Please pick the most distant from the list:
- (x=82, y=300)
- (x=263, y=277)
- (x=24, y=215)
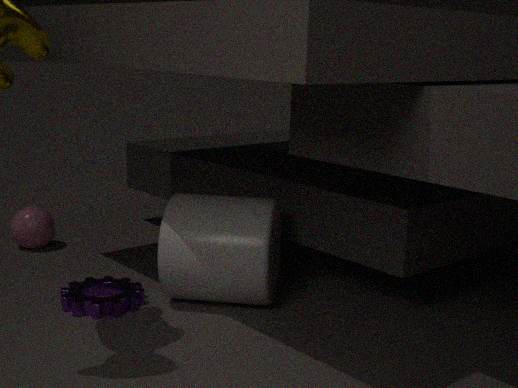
(x=24, y=215)
